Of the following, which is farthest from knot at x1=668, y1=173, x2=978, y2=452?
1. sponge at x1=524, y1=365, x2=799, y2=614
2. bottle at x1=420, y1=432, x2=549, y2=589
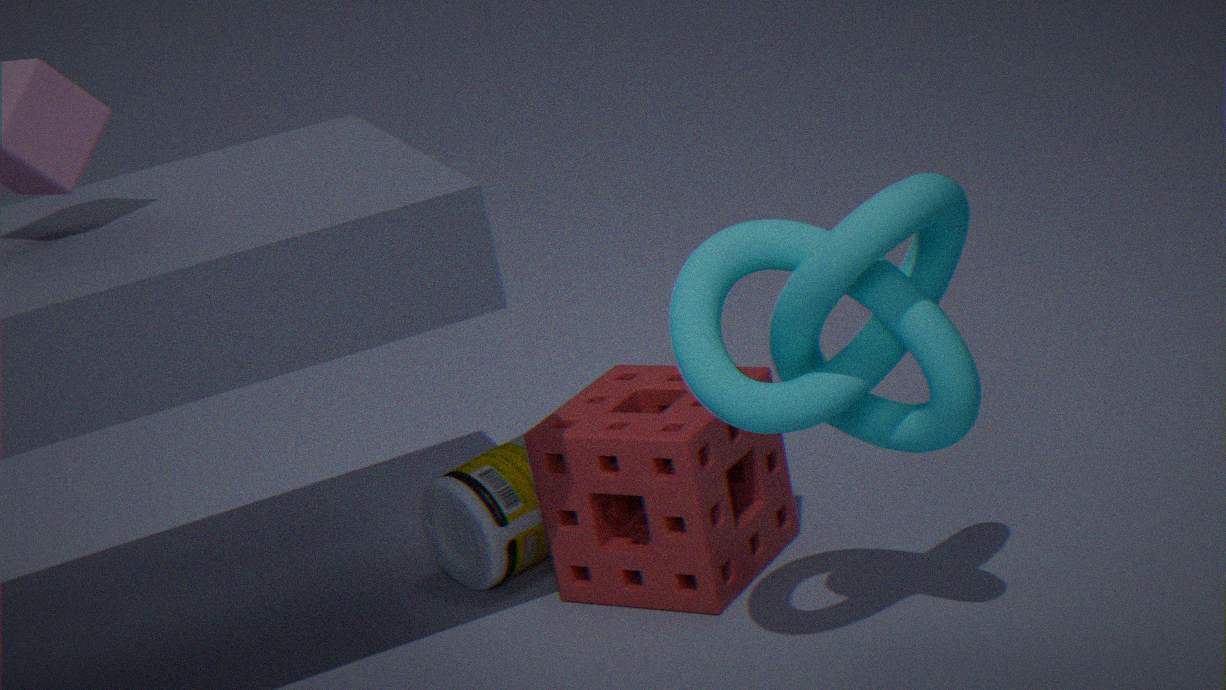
bottle at x1=420, y1=432, x2=549, y2=589
